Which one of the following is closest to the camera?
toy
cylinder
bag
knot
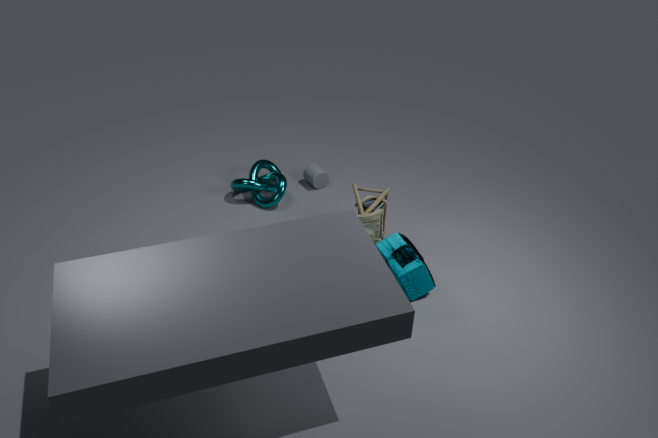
bag
